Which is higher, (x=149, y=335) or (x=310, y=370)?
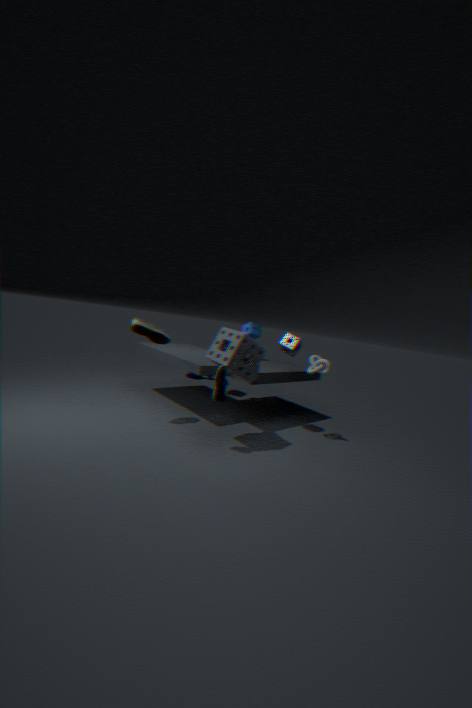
(x=149, y=335)
